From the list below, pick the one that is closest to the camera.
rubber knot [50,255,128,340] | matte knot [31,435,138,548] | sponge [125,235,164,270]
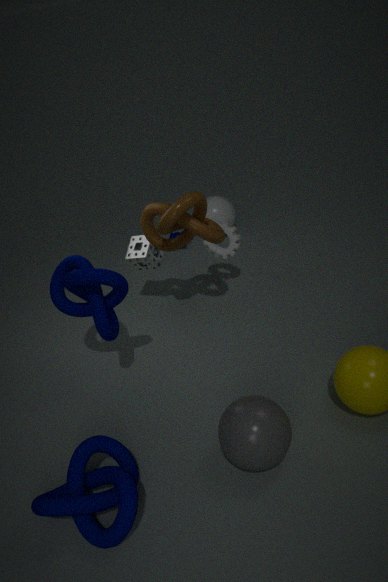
matte knot [31,435,138,548]
